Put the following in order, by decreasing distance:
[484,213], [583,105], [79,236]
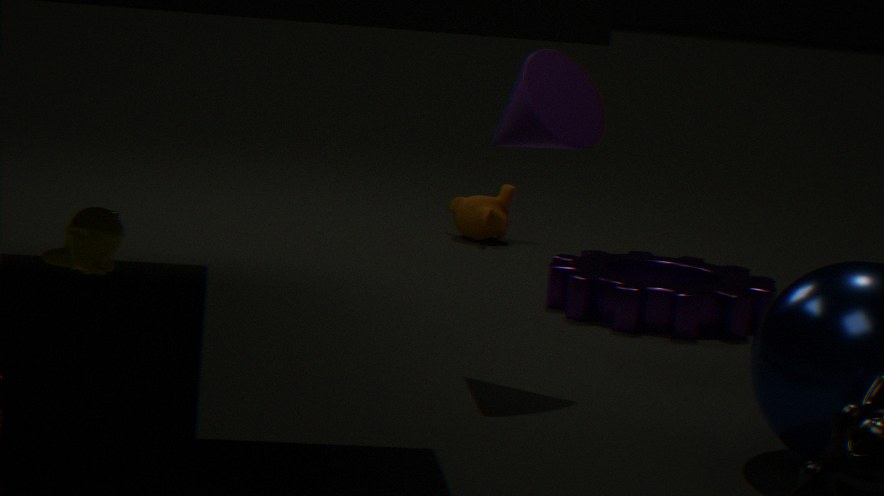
[484,213]
[79,236]
[583,105]
